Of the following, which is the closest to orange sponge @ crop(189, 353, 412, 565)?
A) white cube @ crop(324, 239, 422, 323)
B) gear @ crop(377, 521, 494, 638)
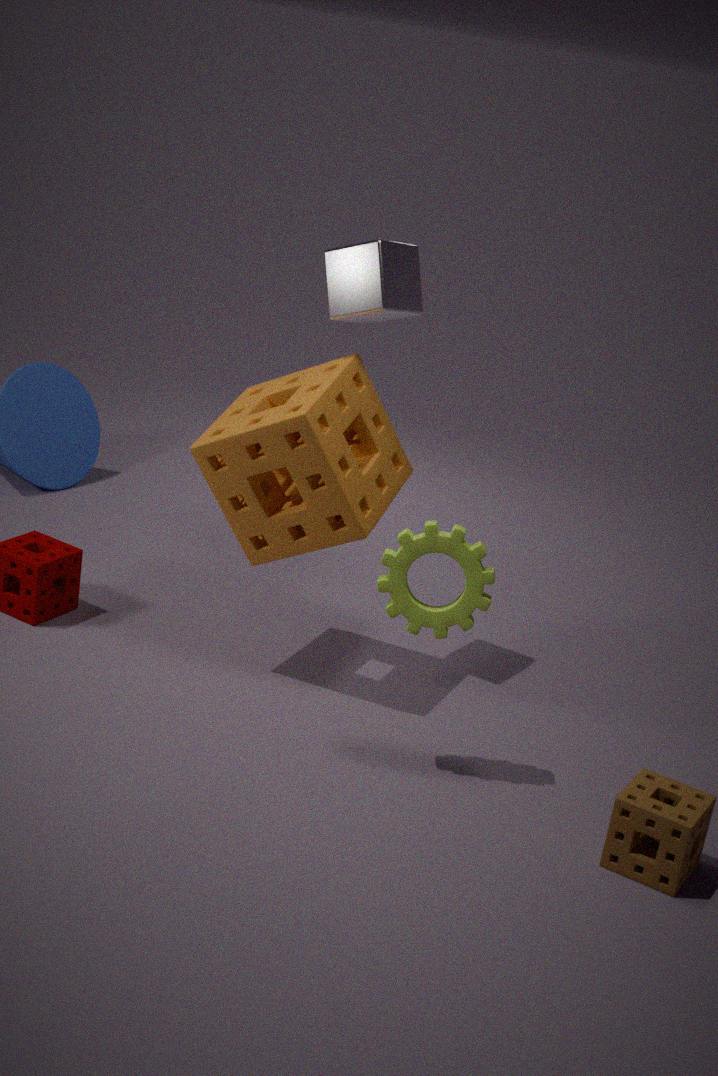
white cube @ crop(324, 239, 422, 323)
